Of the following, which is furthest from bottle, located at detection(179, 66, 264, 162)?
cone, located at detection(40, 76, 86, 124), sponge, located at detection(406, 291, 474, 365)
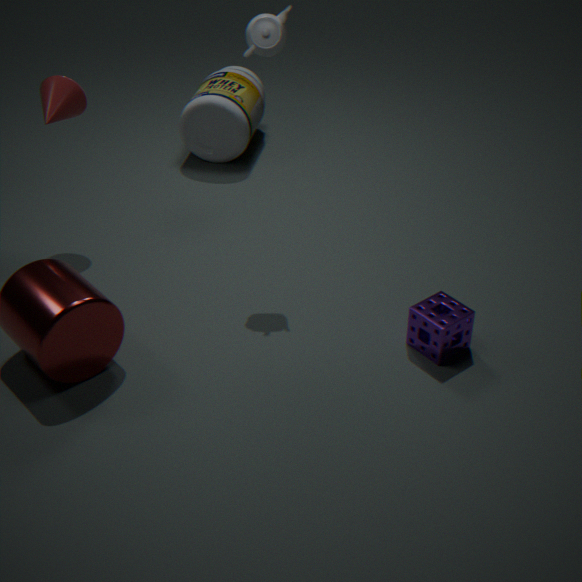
sponge, located at detection(406, 291, 474, 365)
